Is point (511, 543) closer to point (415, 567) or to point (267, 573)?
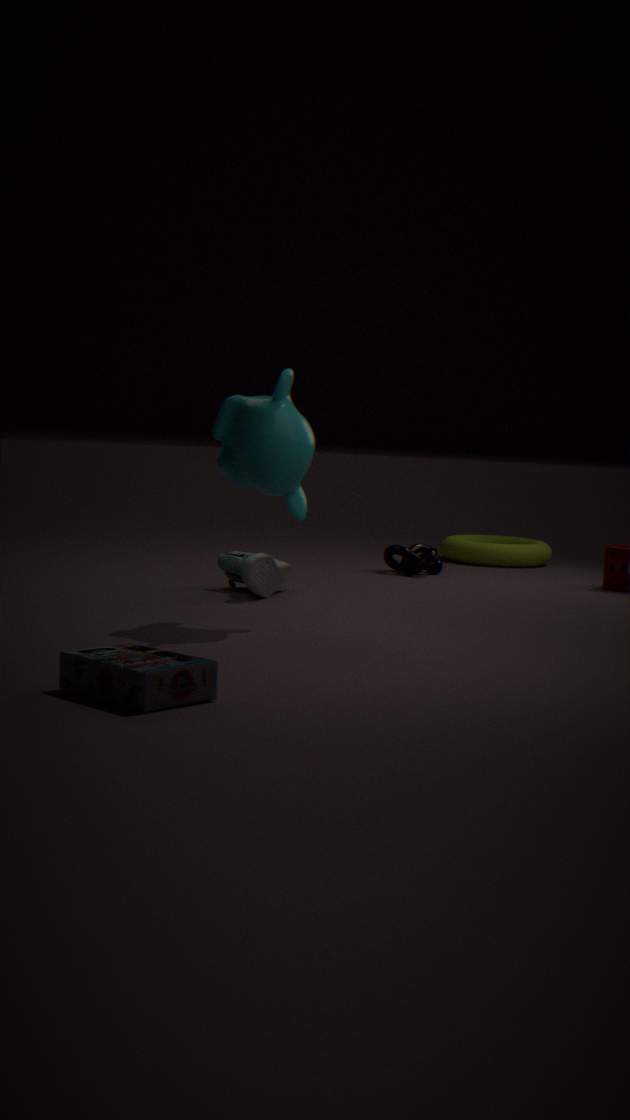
point (415, 567)
